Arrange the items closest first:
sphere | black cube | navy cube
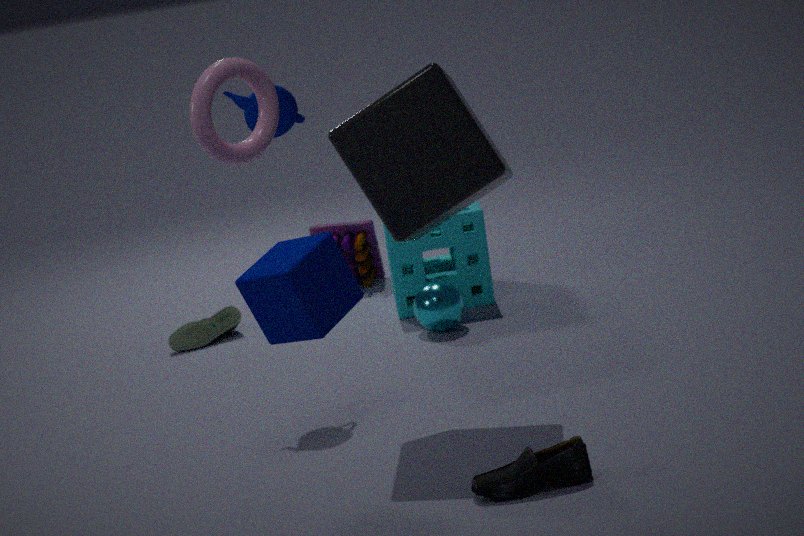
navy cube < black cube < sphere
